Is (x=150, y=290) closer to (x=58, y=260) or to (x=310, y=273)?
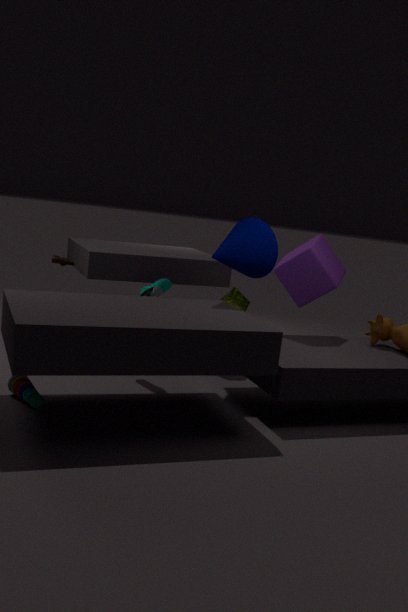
(x=58, y=260)
